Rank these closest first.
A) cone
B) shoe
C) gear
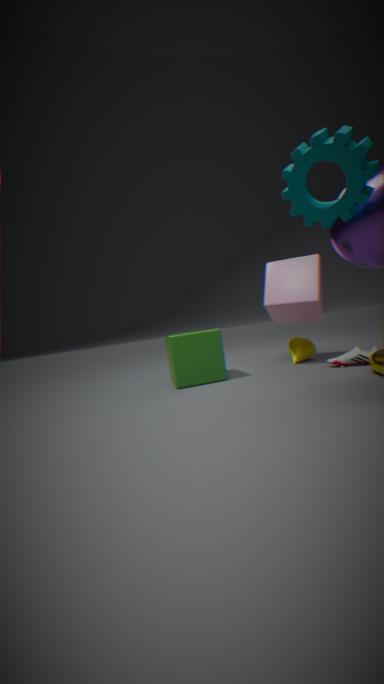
gear < shoe < cone
